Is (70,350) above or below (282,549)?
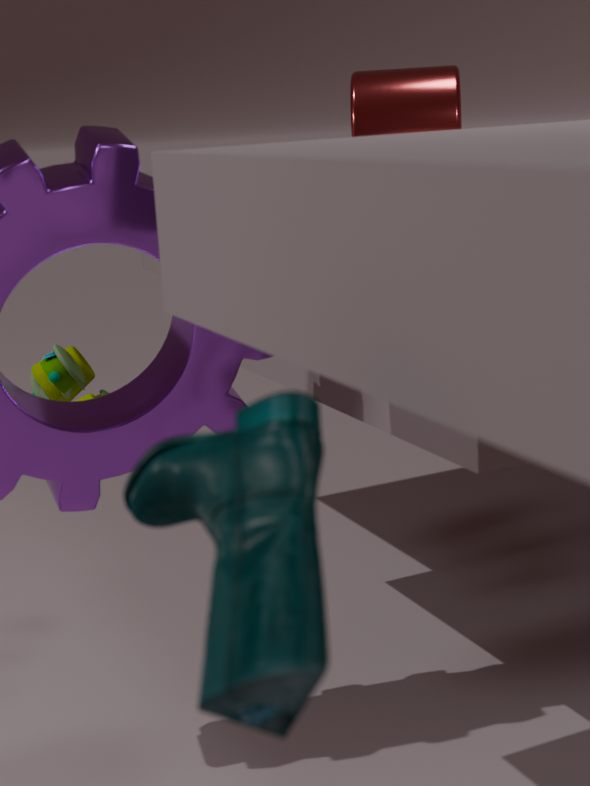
below
